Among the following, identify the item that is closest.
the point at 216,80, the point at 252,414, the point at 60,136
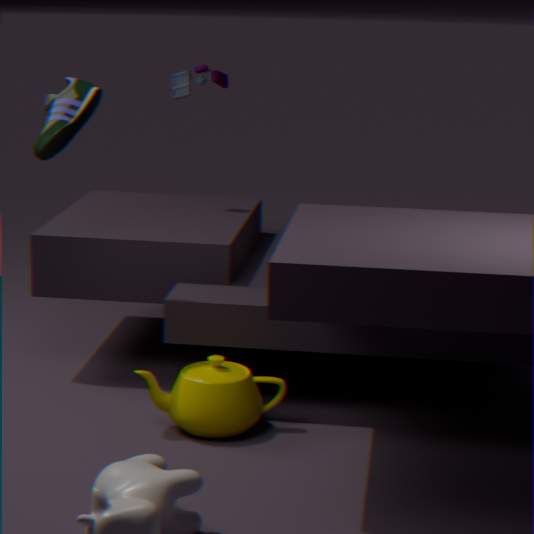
the point at 60,136
